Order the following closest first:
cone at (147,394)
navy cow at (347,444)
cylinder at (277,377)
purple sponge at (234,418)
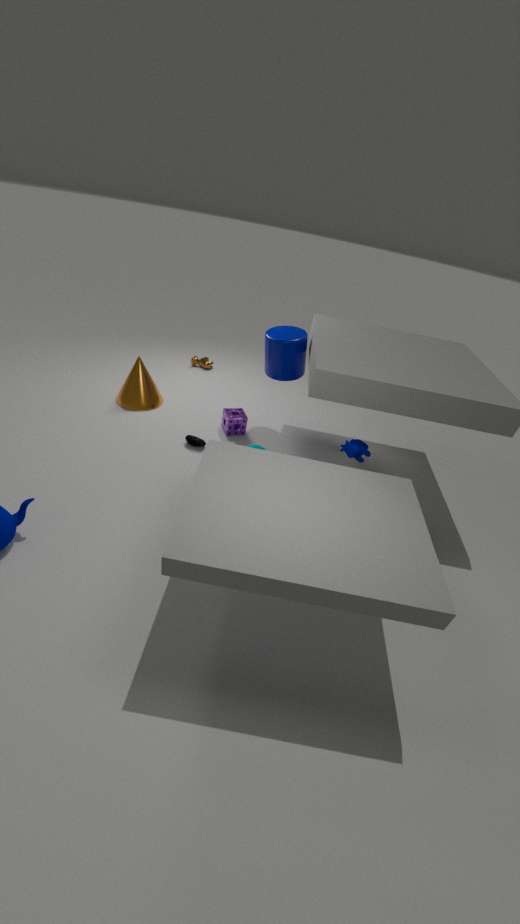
navy cow at (347,444) < cylinder at (277,377) < purple sponge at (234,418) < cone at (147,394)
